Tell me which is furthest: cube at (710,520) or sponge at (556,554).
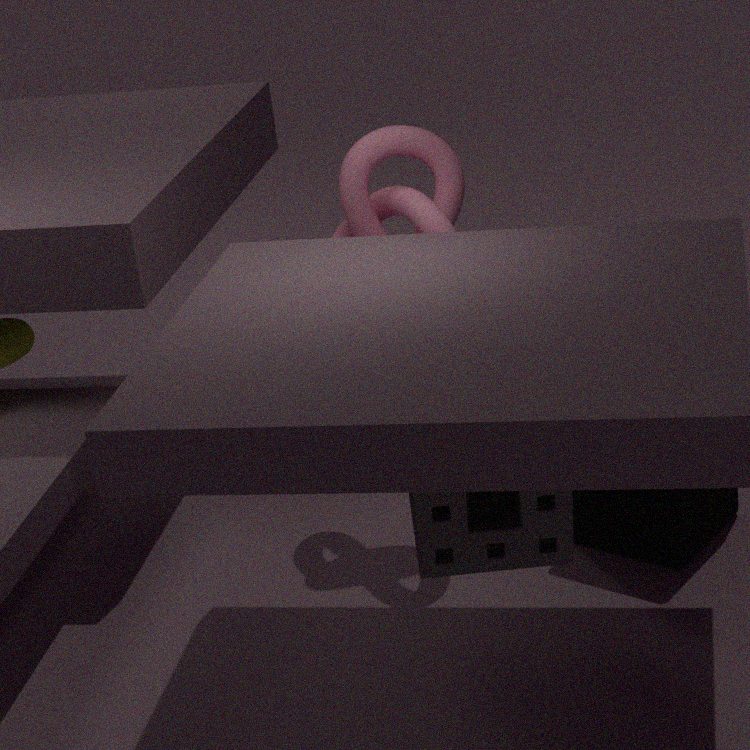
cube at (710,520)
